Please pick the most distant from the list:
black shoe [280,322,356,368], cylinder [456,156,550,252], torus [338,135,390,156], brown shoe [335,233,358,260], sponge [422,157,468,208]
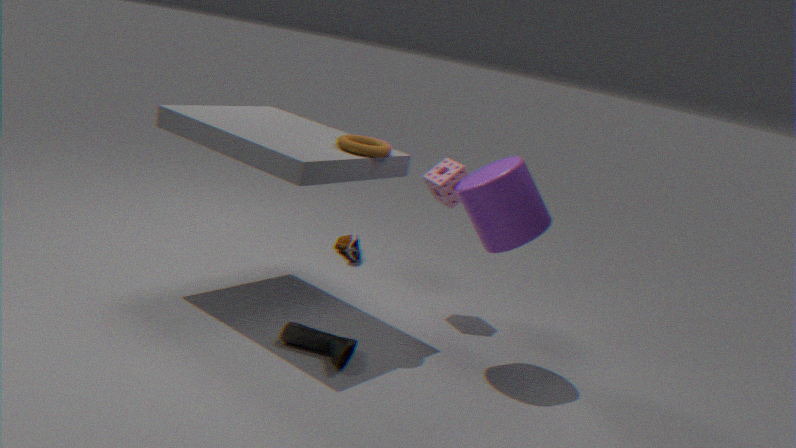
brown shoe [335,233,358,260]
